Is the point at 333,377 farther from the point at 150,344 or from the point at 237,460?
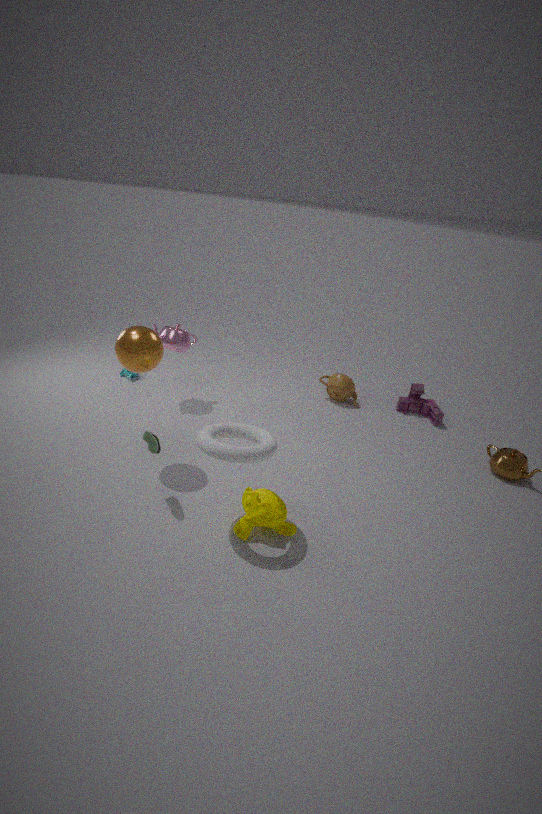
the point at 150,344
